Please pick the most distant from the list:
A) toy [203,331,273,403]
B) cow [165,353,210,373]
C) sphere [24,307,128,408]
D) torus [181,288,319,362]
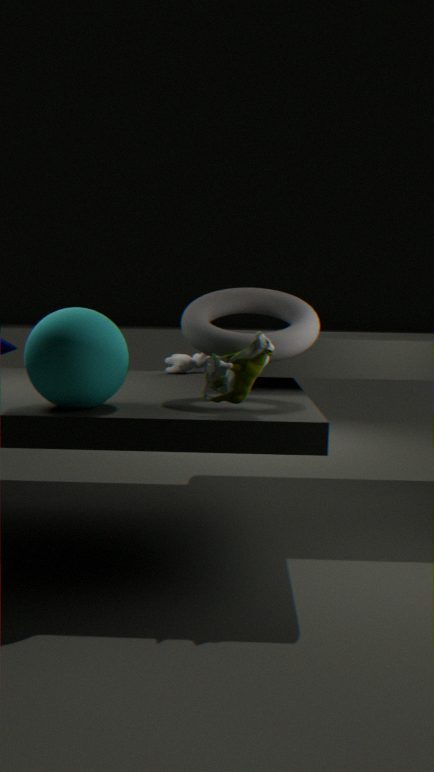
cow [165,353,210,373]
